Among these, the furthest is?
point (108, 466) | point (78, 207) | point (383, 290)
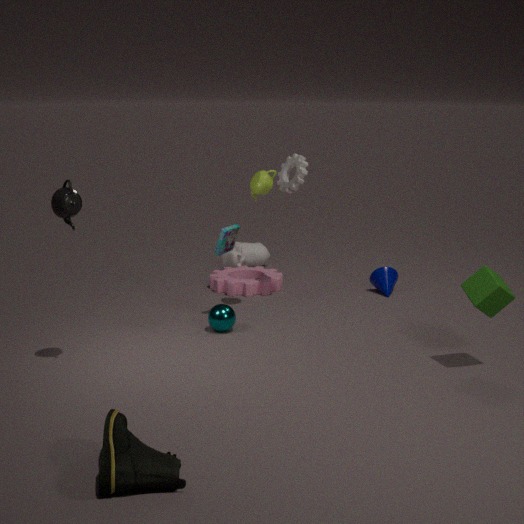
point (383, 290)
